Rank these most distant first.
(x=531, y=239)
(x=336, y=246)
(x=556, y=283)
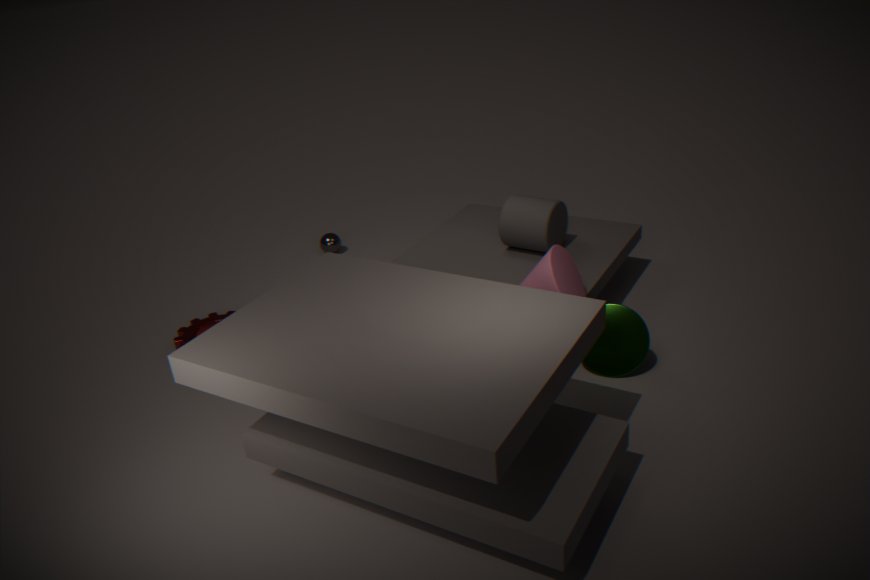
(x=336, y=246) → (x=531, y=239) → (x=556, y=283)
